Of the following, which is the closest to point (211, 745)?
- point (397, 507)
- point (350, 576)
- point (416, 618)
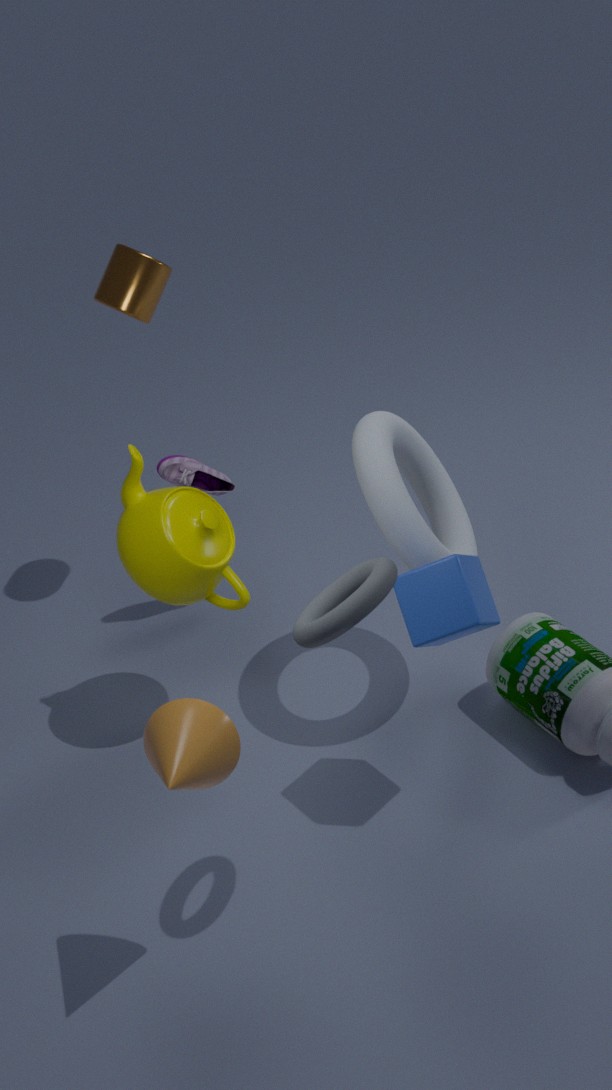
point (350, 576)
